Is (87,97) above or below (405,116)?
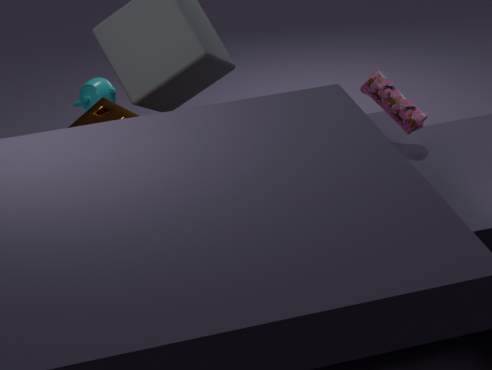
below
